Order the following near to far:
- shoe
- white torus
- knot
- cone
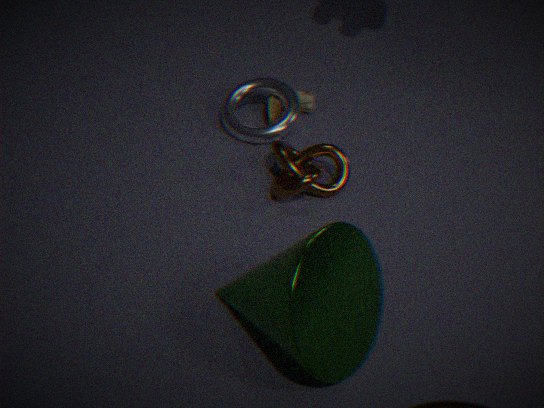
cone → knot → white torus → shoe
